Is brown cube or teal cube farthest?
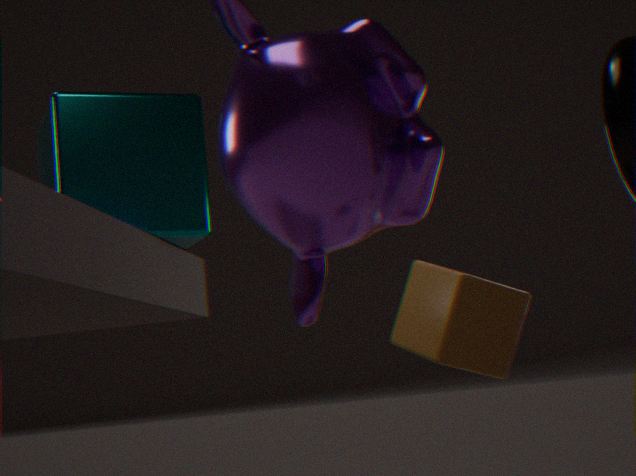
teal cube
